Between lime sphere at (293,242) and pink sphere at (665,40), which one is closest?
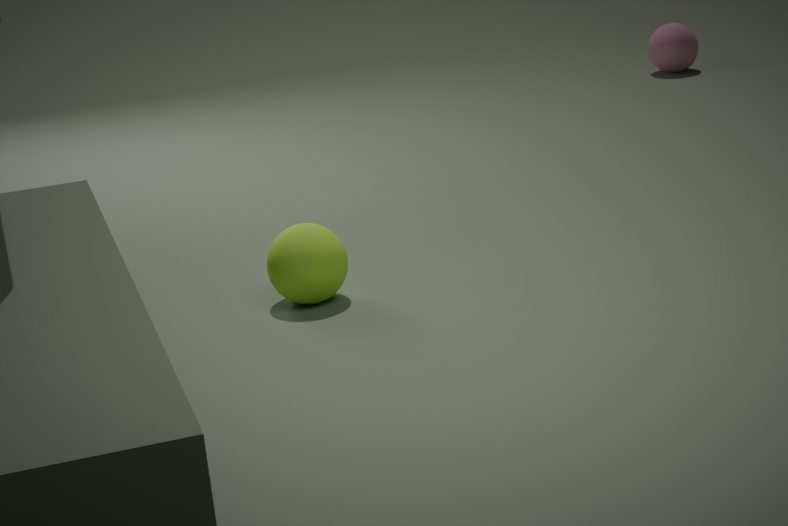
lime sphere at (293,242)
